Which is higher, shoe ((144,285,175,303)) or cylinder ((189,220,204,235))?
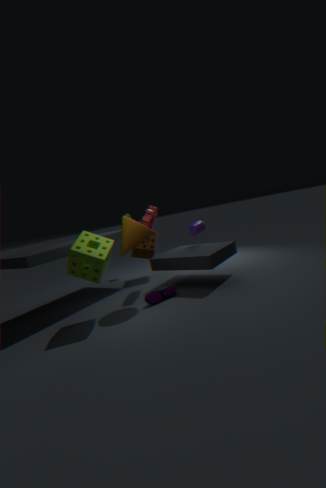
cylinder ((189,220,204,235))
